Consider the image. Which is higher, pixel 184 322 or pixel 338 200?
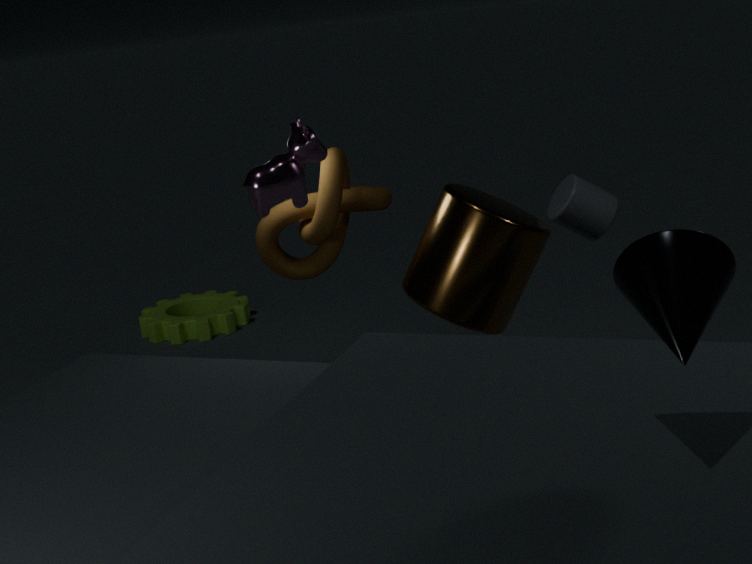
pixel 338 200
